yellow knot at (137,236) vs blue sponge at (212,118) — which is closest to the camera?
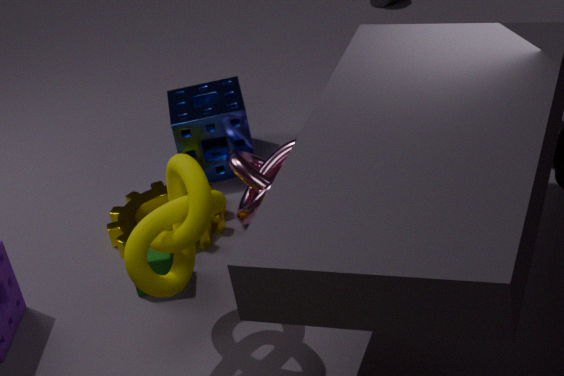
yellow knot at (137,236)
